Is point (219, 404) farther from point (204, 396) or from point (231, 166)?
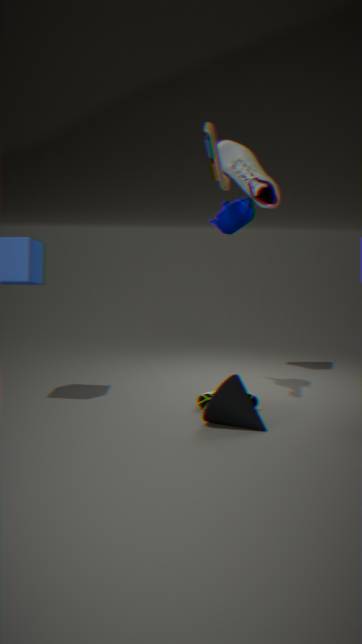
point (231, 166)
